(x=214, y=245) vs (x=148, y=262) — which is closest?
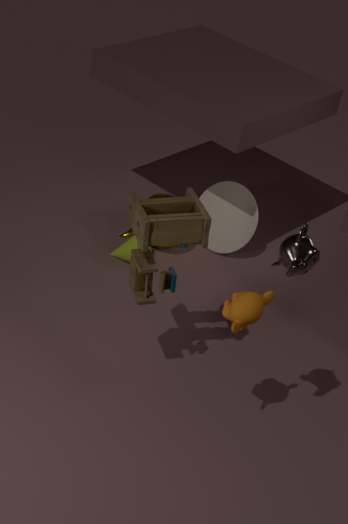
(x=148, y=262)
